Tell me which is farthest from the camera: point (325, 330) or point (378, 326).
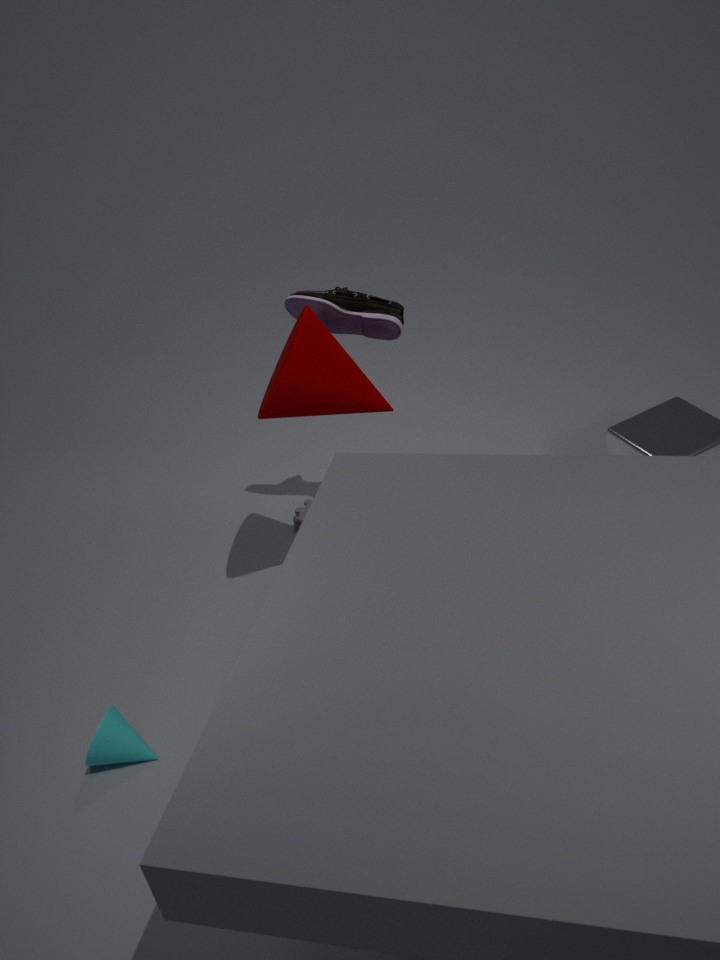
point (378, 326)
